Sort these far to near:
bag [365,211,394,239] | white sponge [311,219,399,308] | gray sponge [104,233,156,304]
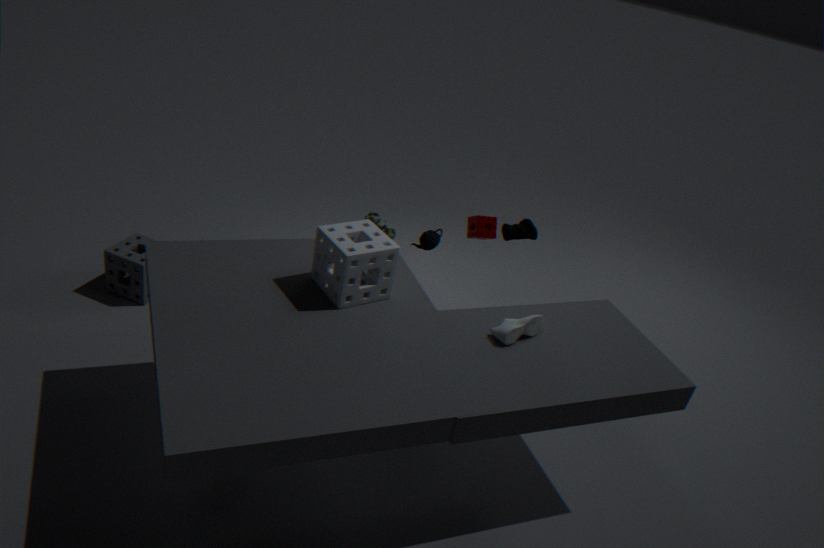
1. bag [365,211,394,239]
2. gray sponge [104,233,156,304]
3. white sponge [311,219,399,308]
